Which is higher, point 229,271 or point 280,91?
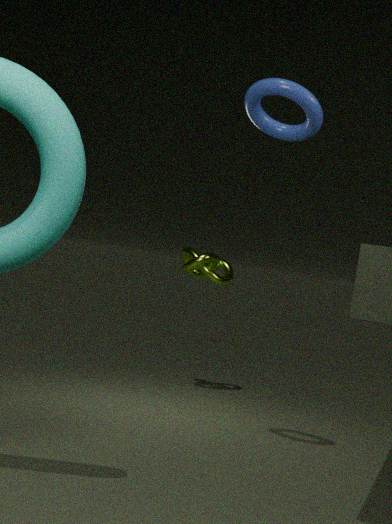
point 280,91
